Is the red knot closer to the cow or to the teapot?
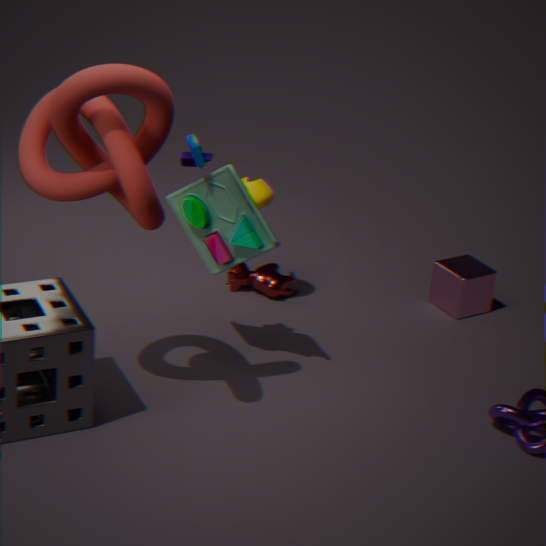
the teapot
